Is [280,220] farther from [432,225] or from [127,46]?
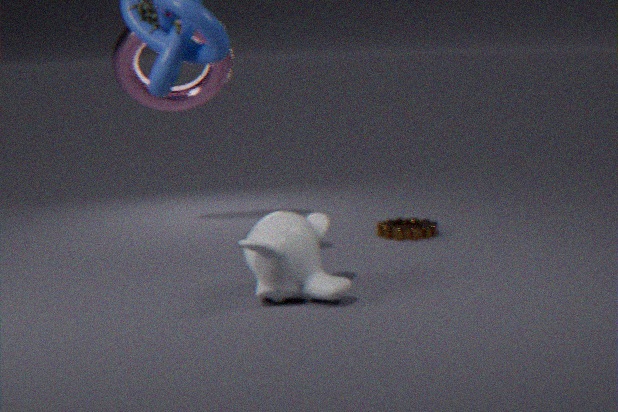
[127,46]
